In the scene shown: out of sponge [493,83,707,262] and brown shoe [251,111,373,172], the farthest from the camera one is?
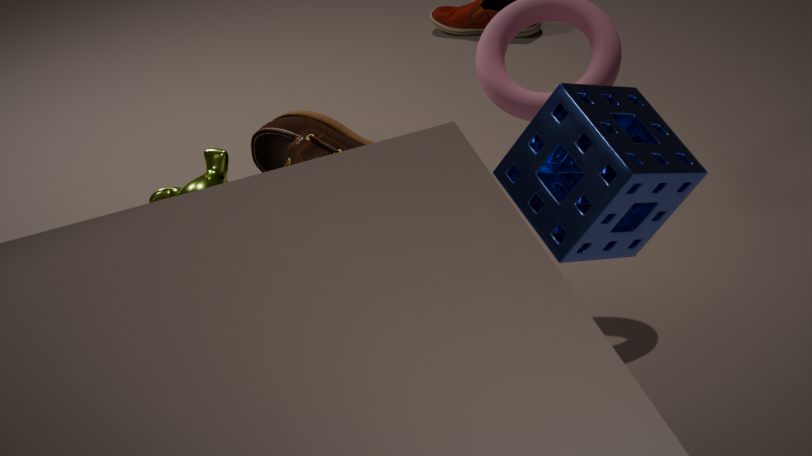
brown shoe [251,111,373,172]
